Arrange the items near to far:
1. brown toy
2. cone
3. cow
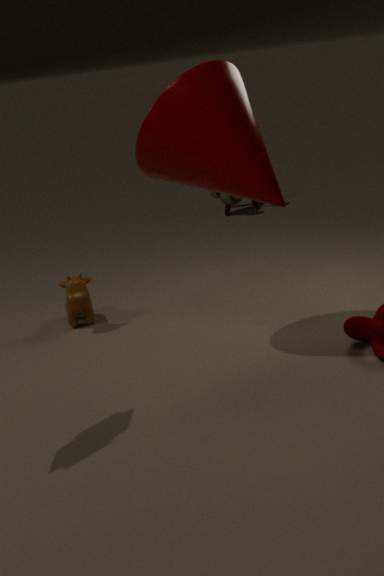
cone < cow < brown toy
